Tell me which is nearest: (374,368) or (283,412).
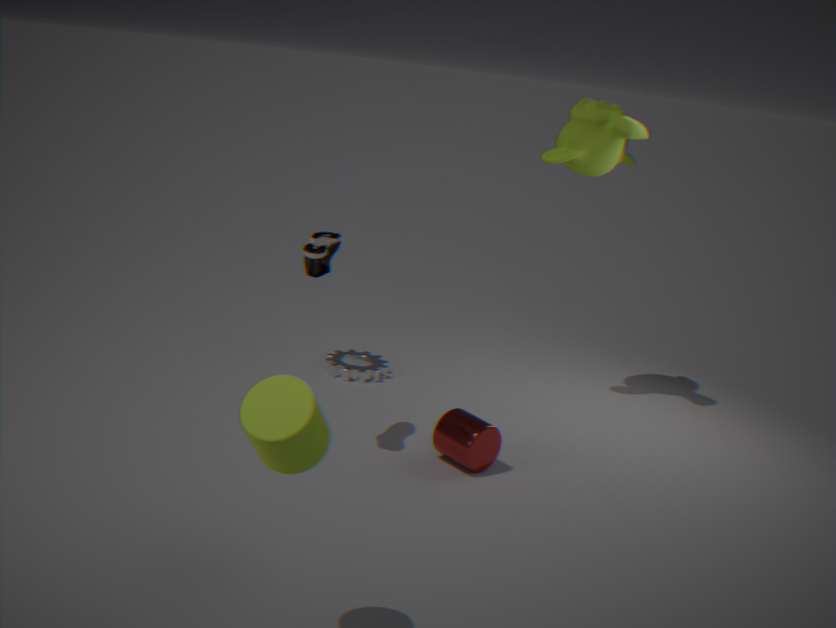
(283,412)
